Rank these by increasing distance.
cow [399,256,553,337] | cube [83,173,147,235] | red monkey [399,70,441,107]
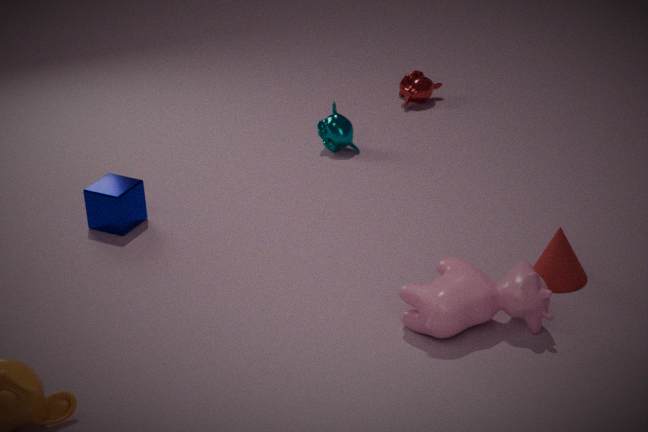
cow [399,256,553,337]
cube [83,173,147,235]
red monkey [399,70,441,107]
